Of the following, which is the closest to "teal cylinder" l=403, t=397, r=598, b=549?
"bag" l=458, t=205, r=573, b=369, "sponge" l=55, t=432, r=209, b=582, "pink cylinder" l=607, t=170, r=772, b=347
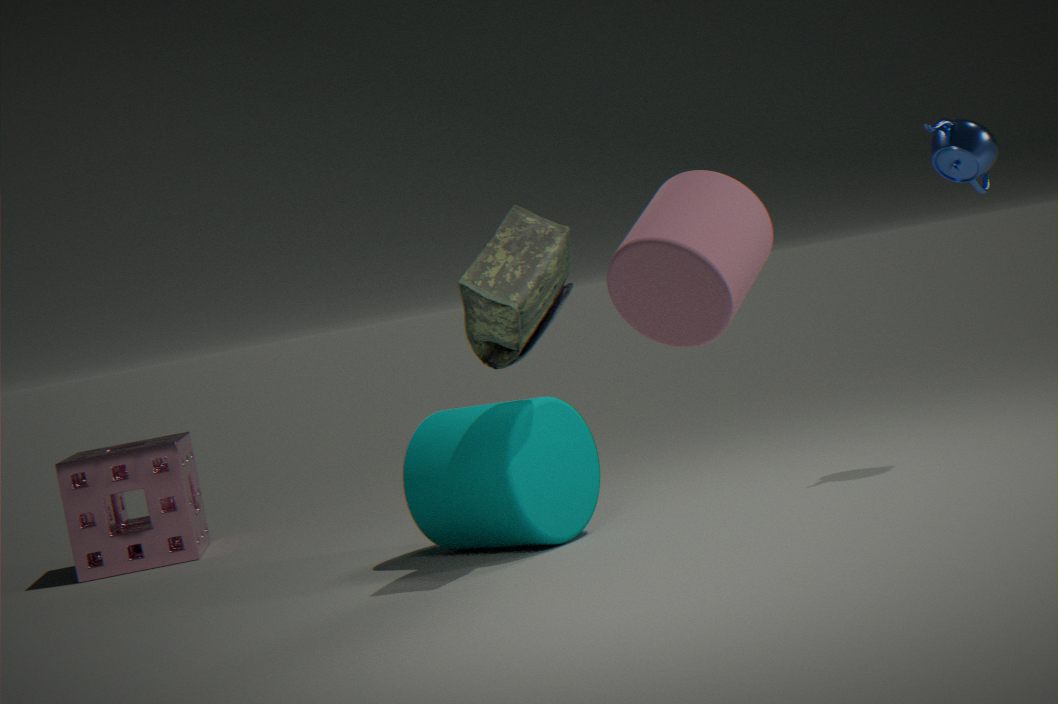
"bag" l=458, t=205, r=573, b=369
